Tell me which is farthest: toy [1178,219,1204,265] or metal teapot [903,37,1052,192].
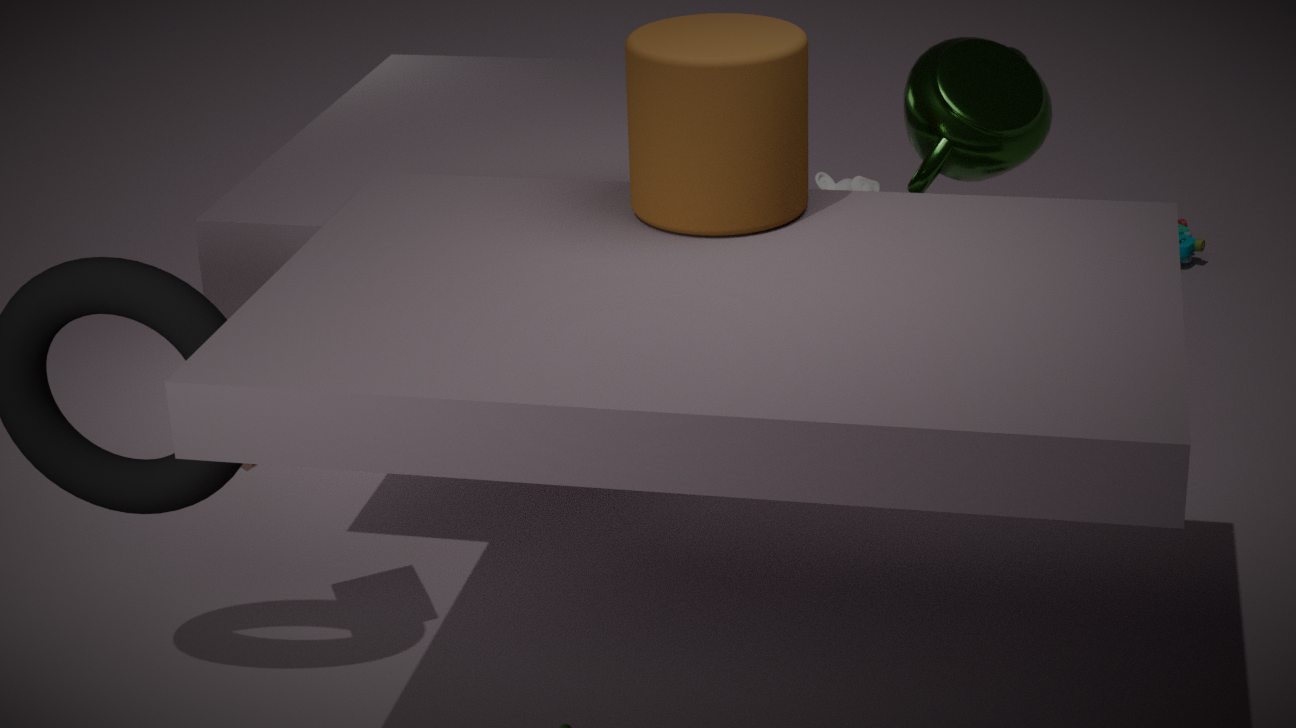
toy [1178,219,1204,265]
